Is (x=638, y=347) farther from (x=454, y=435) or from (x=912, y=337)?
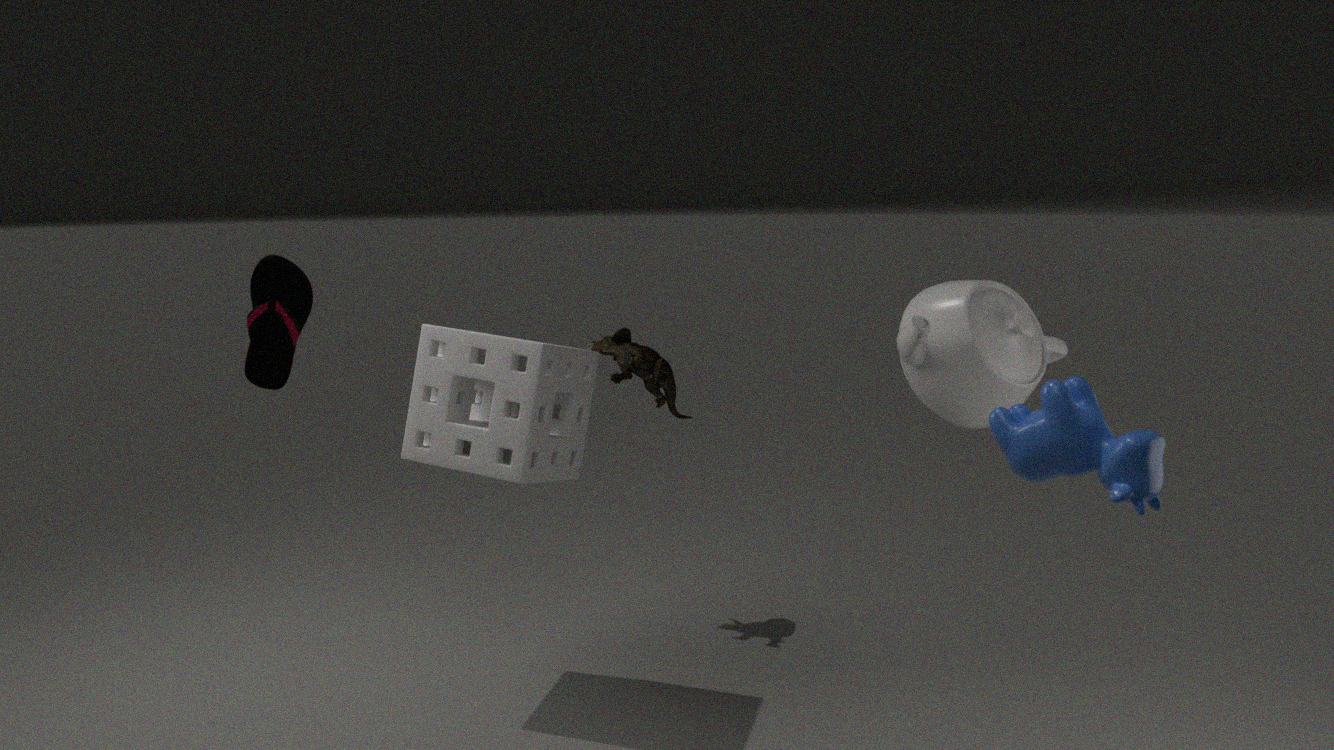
(x=912, y=337)
